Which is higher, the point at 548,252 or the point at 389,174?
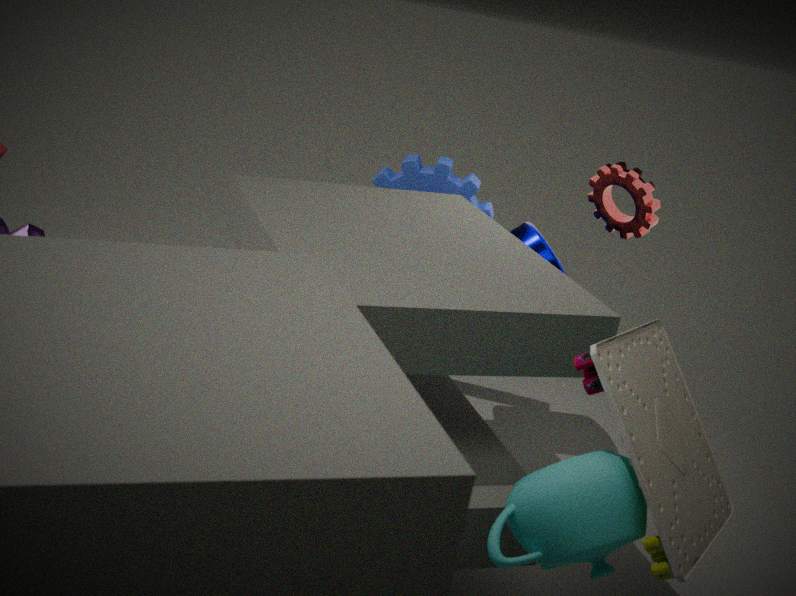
the point at 389,174
